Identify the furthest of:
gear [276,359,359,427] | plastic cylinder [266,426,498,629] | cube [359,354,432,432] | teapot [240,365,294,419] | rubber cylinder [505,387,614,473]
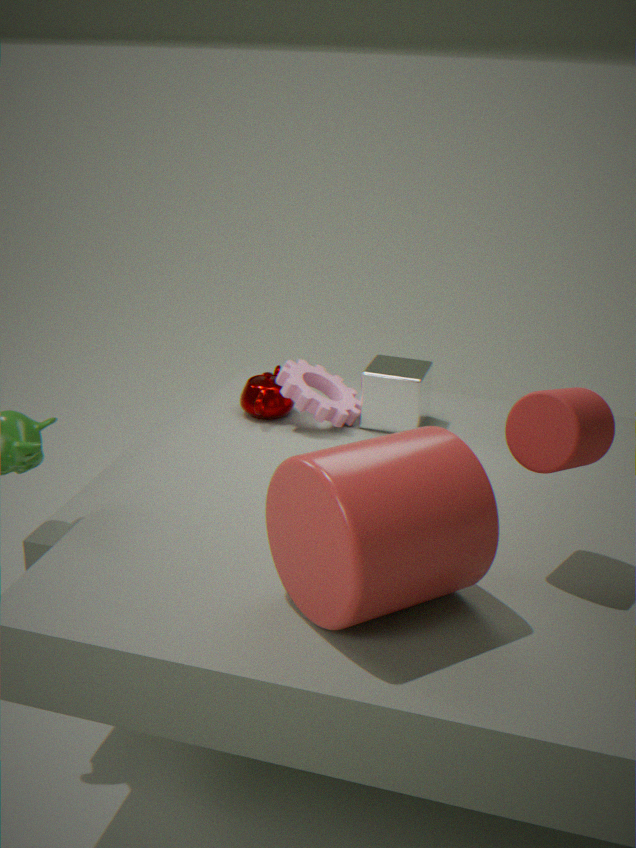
teapot [240,365,294,419]
